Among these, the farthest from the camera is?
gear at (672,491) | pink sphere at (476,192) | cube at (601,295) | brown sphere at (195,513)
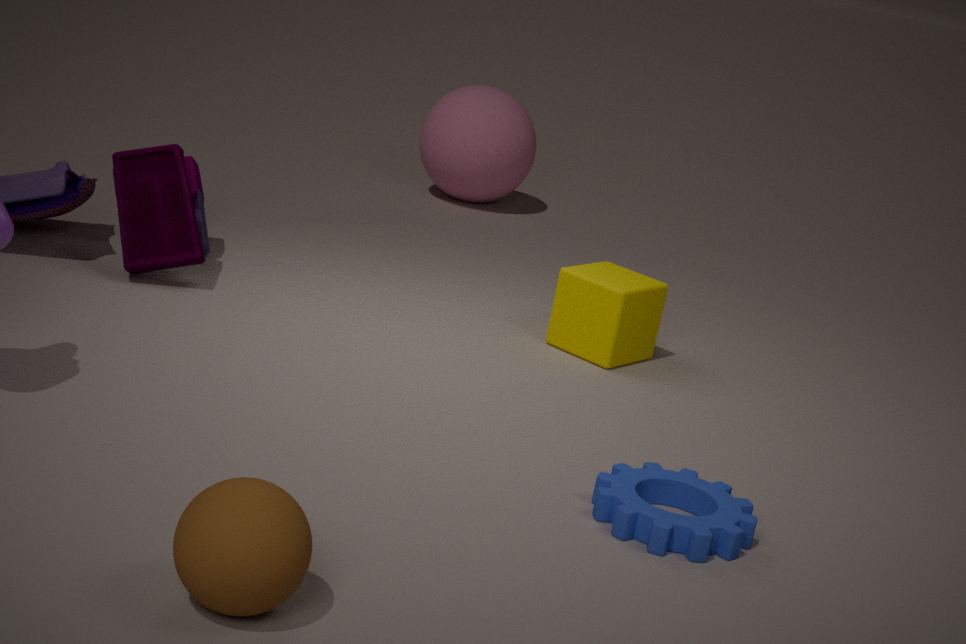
pink sphere at (476,192)
